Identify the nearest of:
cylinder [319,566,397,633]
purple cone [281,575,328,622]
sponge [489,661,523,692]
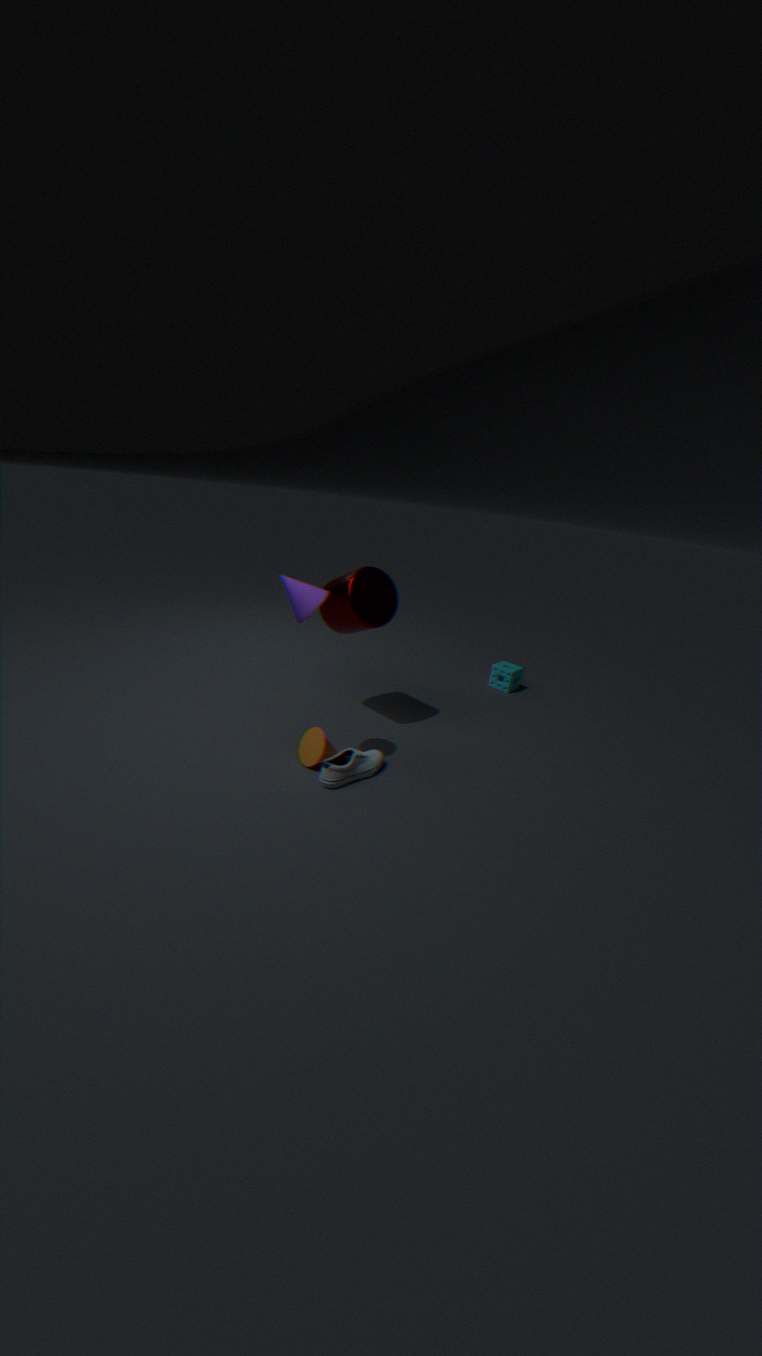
purple cone [281,575,328,622]
